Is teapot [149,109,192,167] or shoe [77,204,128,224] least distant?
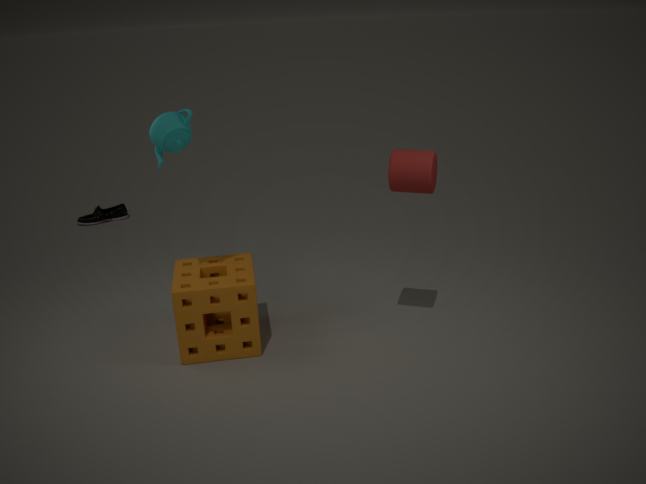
teapot [149,109,192,167]
